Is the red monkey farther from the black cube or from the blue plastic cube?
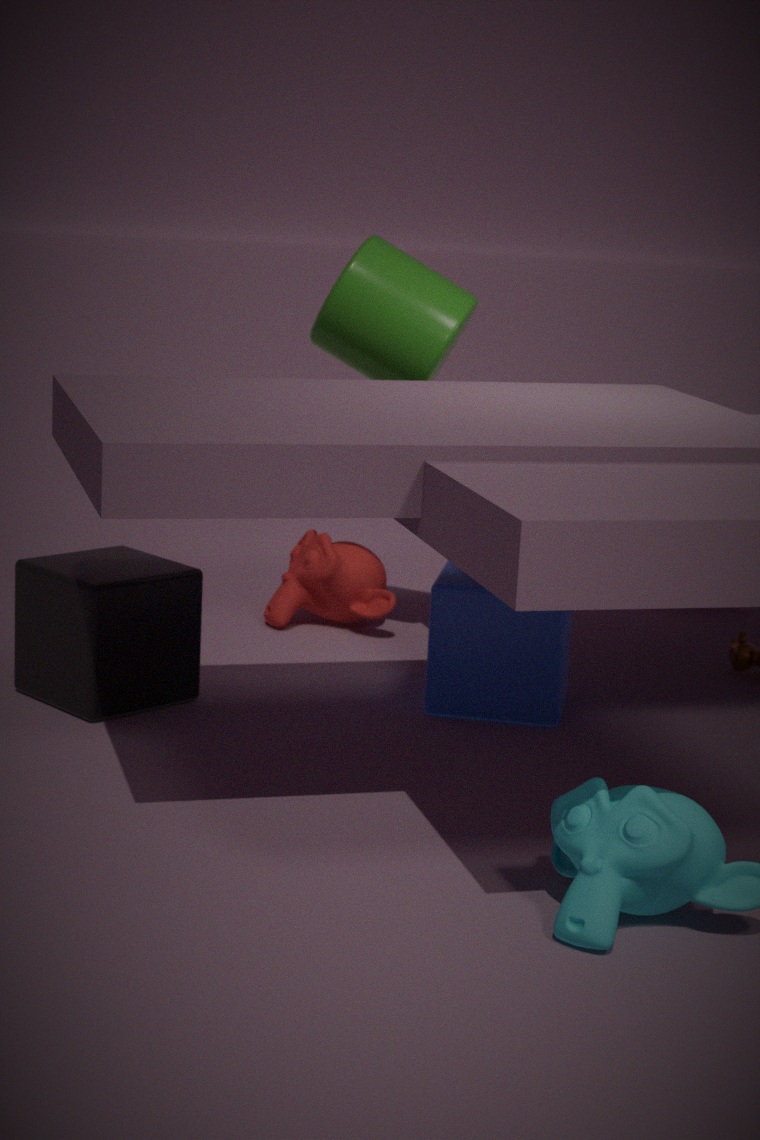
the black cube
